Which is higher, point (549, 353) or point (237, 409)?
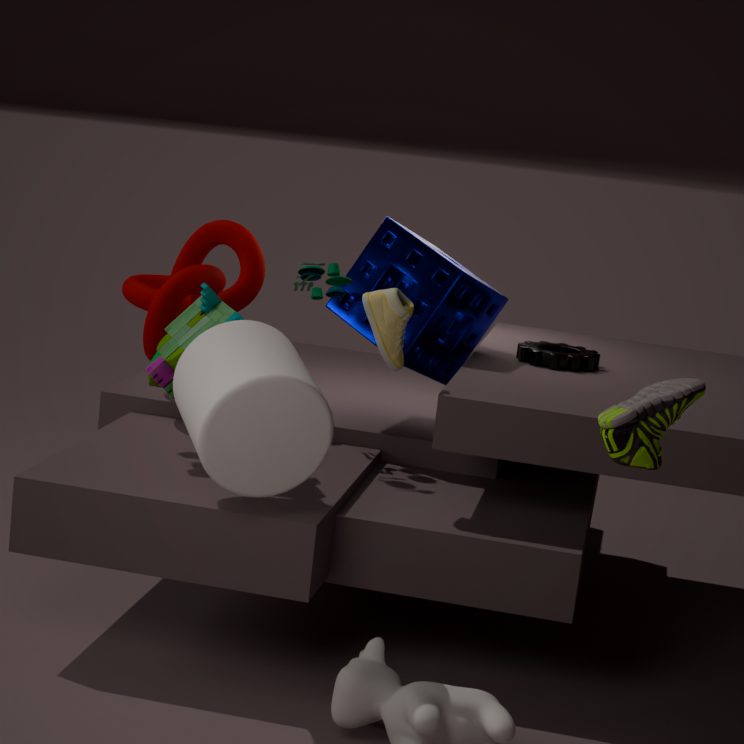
point (549, 353)
